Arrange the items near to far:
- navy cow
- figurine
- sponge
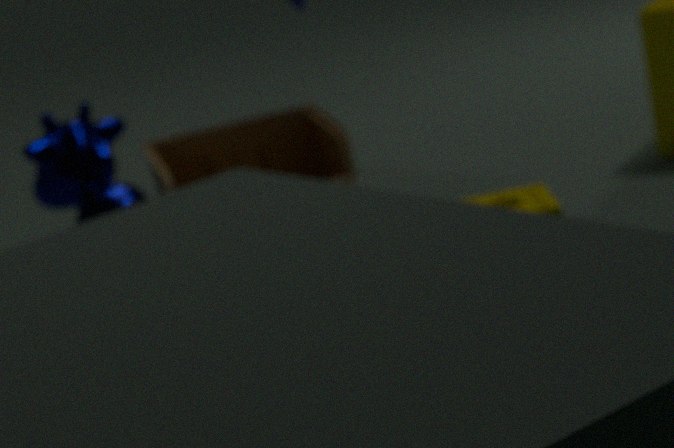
sponge → navy cow → figurine
